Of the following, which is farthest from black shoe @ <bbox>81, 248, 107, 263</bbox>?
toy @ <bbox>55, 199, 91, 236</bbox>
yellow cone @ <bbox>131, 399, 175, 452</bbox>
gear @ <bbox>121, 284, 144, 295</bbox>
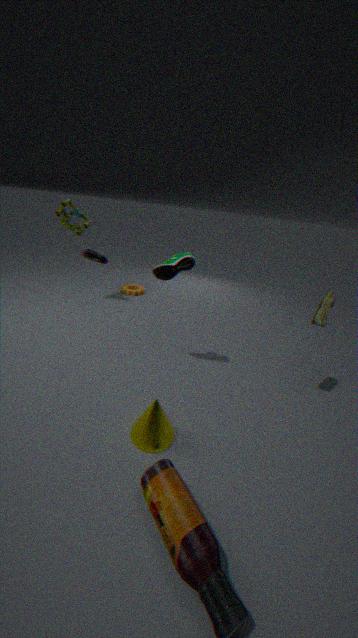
yellow cone @ <bbox>131, 399, 175, 452</bbox>
